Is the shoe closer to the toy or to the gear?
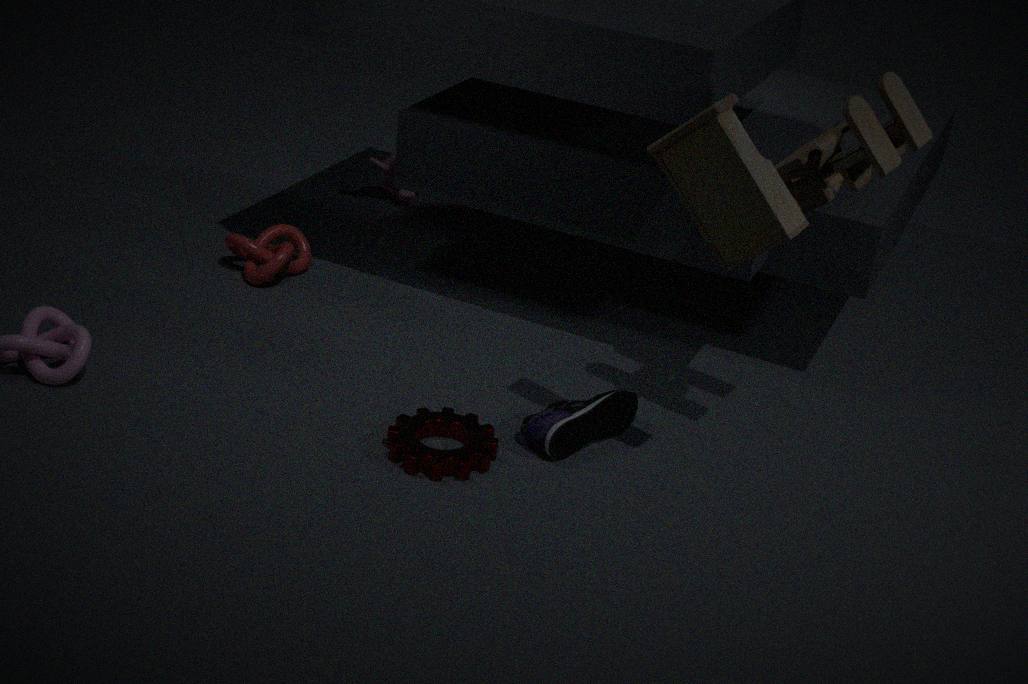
the gear
